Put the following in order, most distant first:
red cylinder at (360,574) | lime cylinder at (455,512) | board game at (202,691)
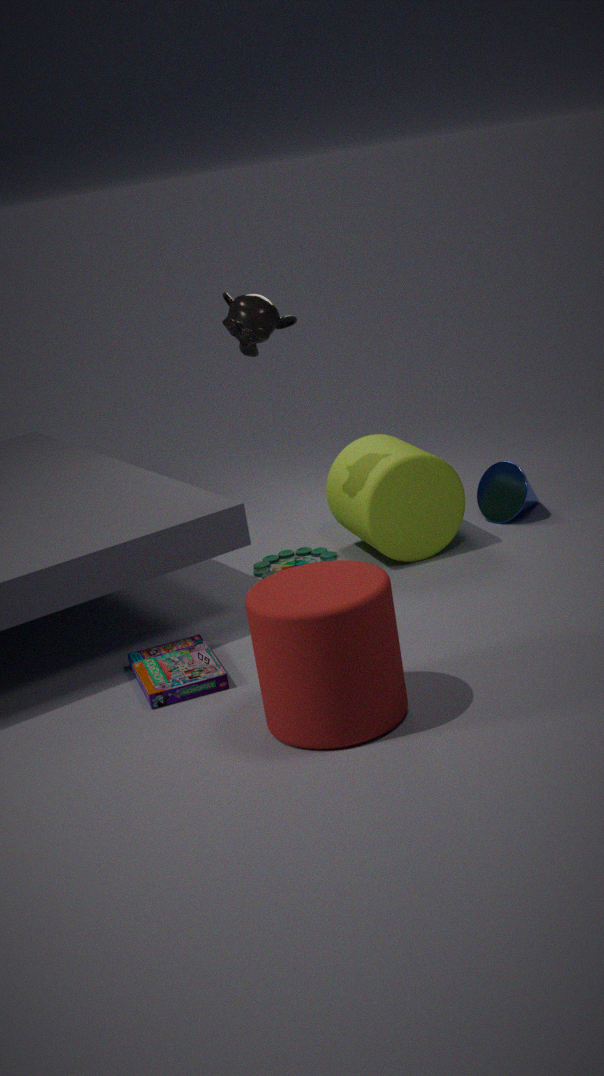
lime cylinder at (455,512) < board game at (202,691) < red cylinder at (360,574)
